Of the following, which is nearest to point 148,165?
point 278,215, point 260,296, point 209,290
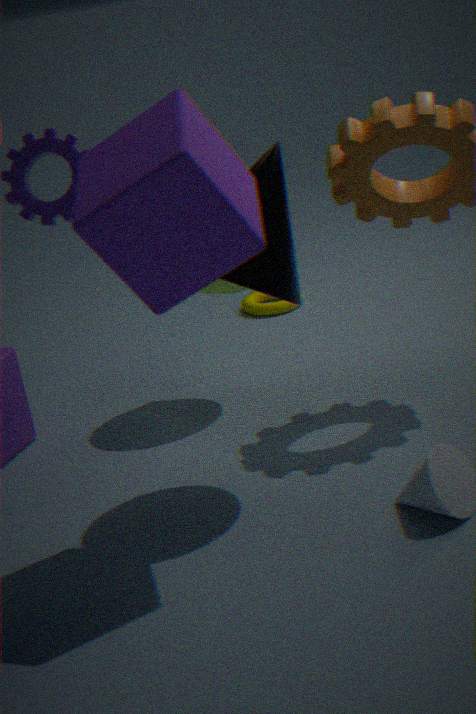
point 278,215
